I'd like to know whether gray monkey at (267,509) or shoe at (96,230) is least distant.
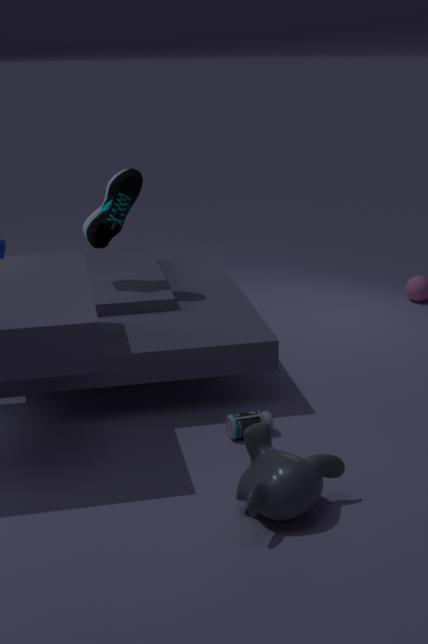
gray monkey at (267,509)
